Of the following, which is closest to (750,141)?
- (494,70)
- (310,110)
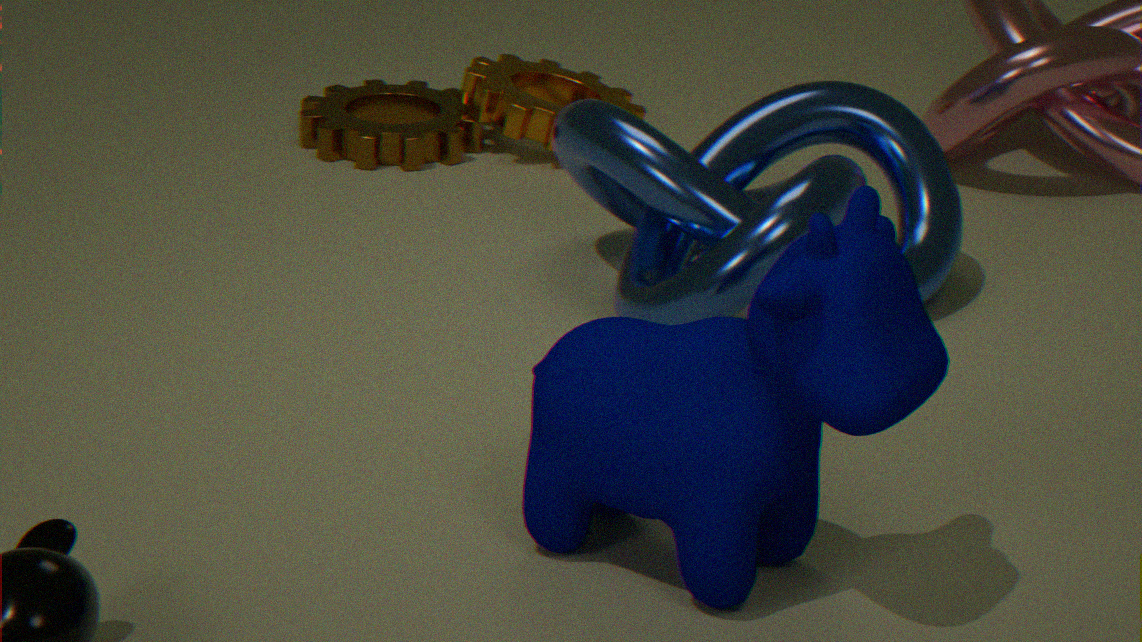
(494,70)
